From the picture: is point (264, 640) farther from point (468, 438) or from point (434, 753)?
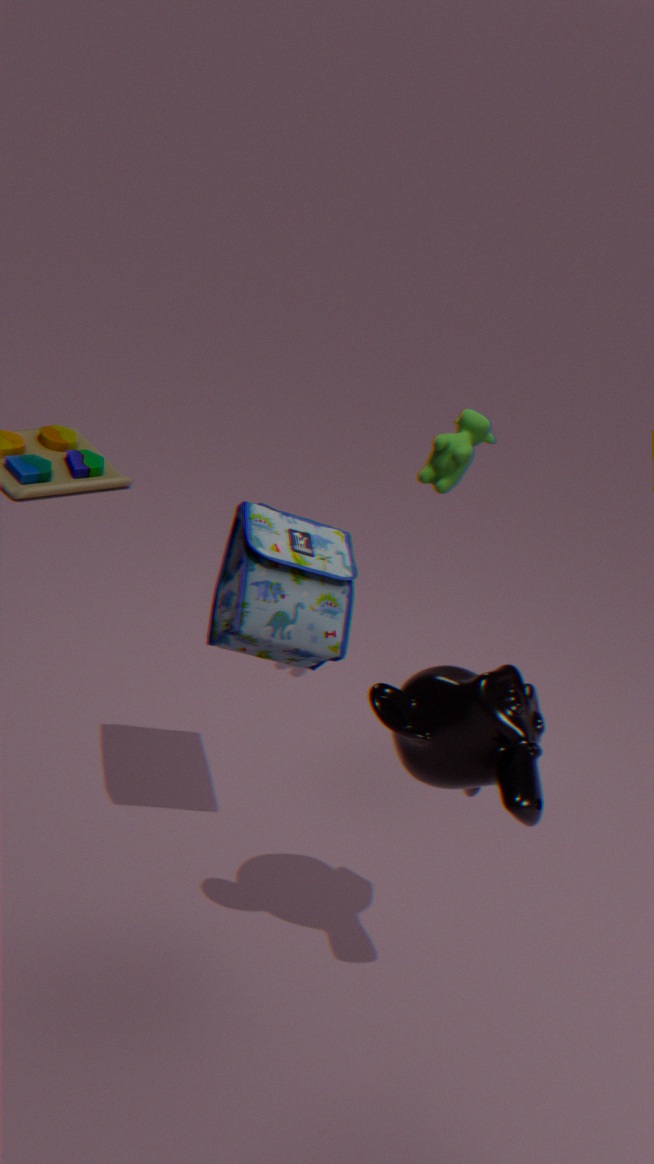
point (468, 438)
